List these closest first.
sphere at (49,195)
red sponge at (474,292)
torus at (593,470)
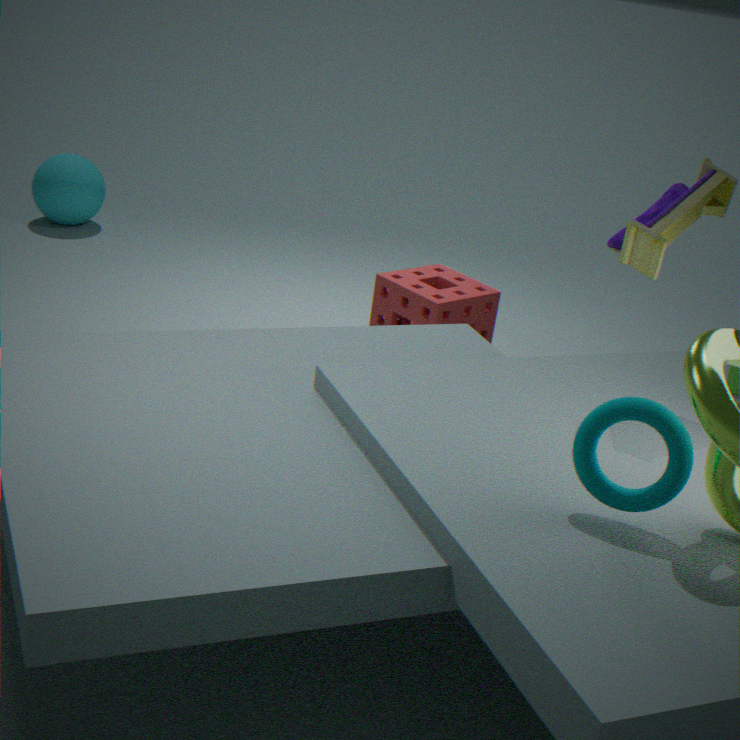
torus at (593,470)
red sponge at (474,292)
sphere at (49,195)
